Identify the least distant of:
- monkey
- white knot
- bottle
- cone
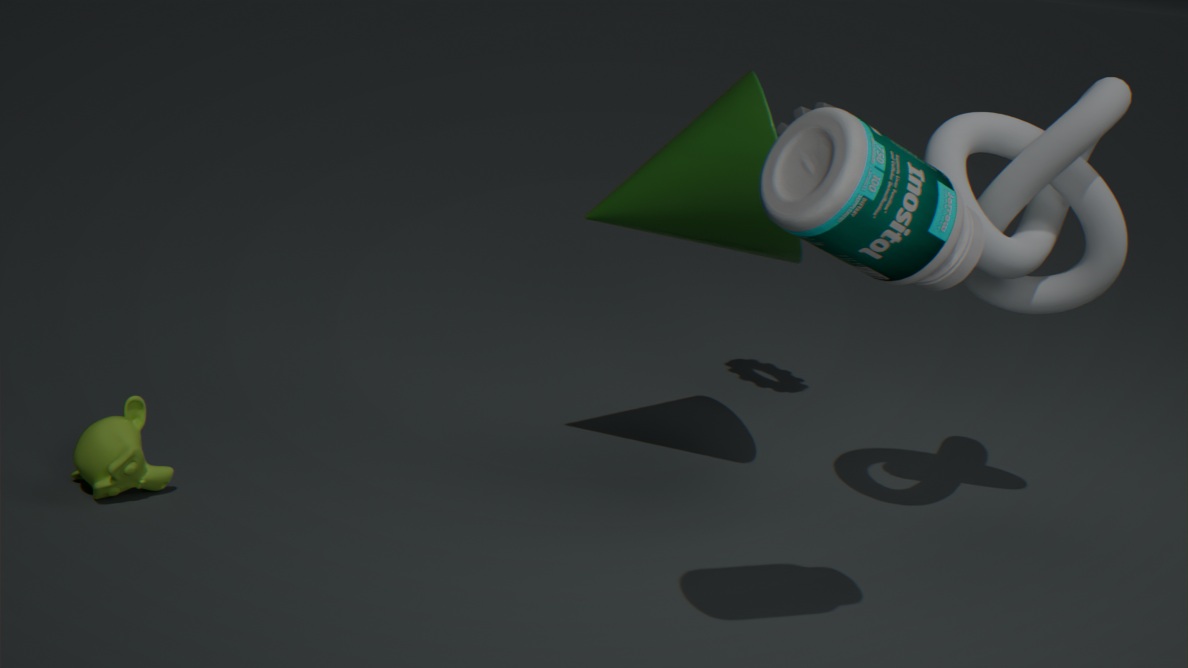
bottle
